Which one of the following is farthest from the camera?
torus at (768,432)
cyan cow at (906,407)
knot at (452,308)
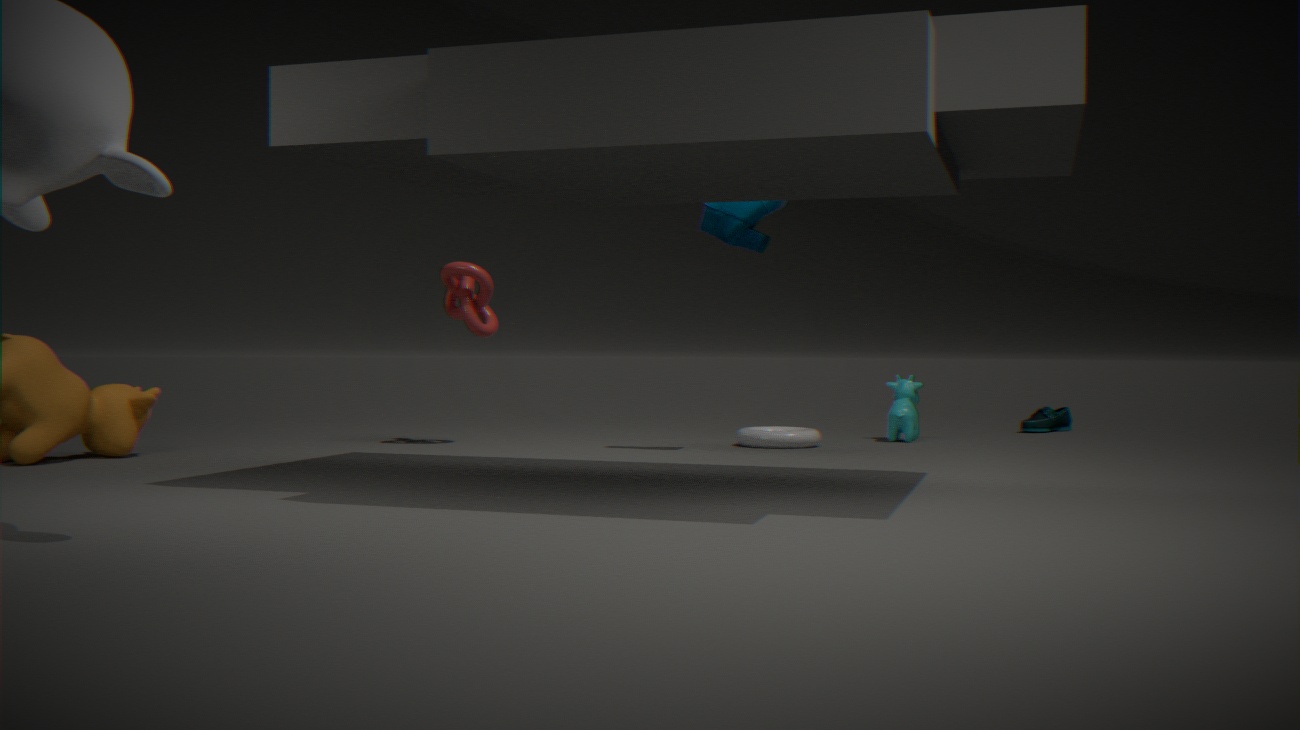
cyan cow at (906,407)
